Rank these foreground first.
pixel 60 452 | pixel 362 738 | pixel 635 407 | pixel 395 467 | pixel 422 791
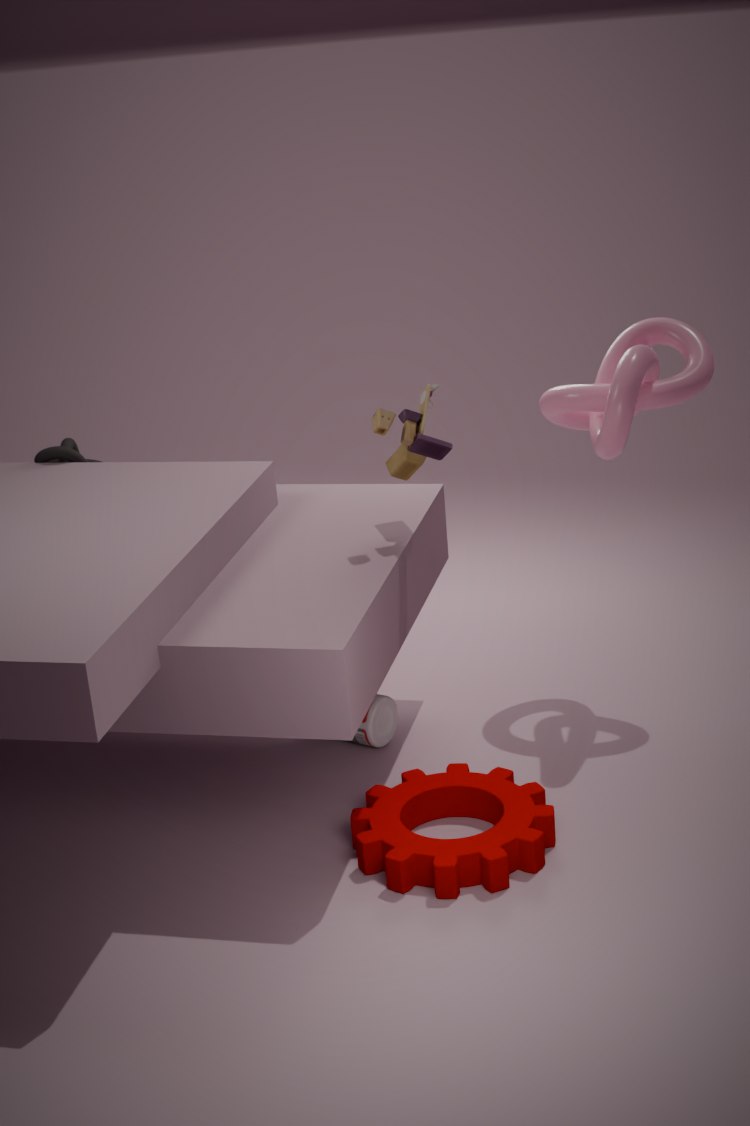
1. pixel 422 791
2. pixel 395 467
3. pixel 635 407
4. pixel 362 738
5. pixel 60 452
